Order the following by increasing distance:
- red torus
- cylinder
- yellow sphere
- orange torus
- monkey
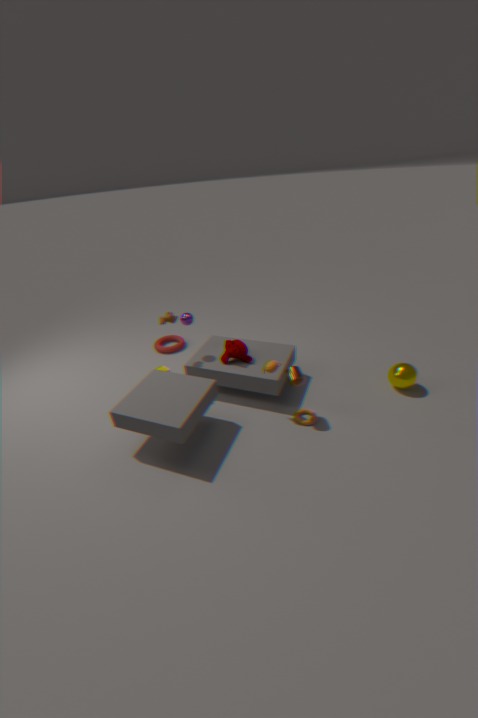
cylinder < orange torus < yellow sphere < monkey < red torus
